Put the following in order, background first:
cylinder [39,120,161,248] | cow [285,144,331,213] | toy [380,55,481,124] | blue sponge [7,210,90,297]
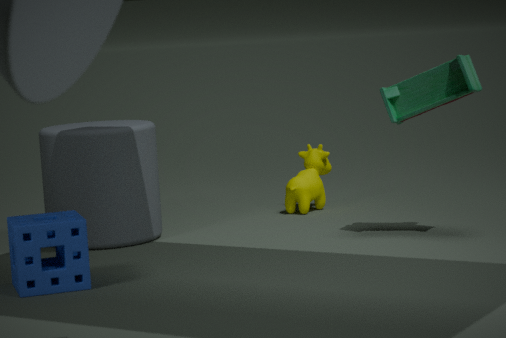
cow [285,144,331,213], cylinder [39,120,161,248], toy [380,55,481,124], blue sponge [7,210,90,297]
